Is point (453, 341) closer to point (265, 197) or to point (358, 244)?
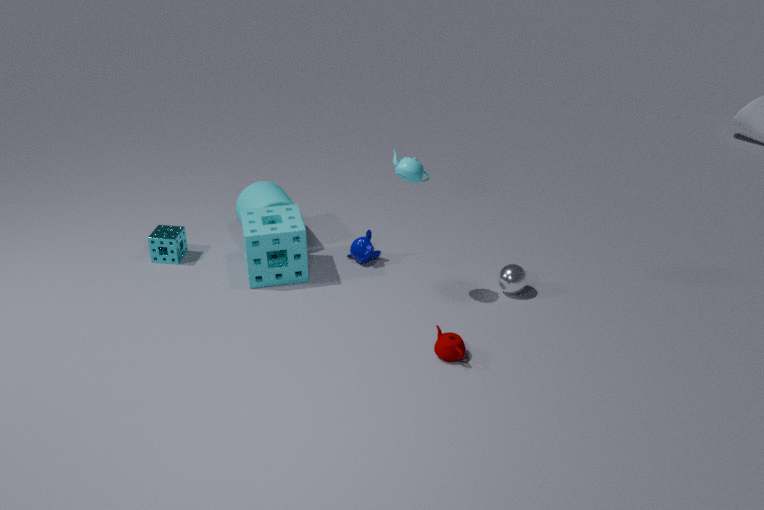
point (358, 244)
